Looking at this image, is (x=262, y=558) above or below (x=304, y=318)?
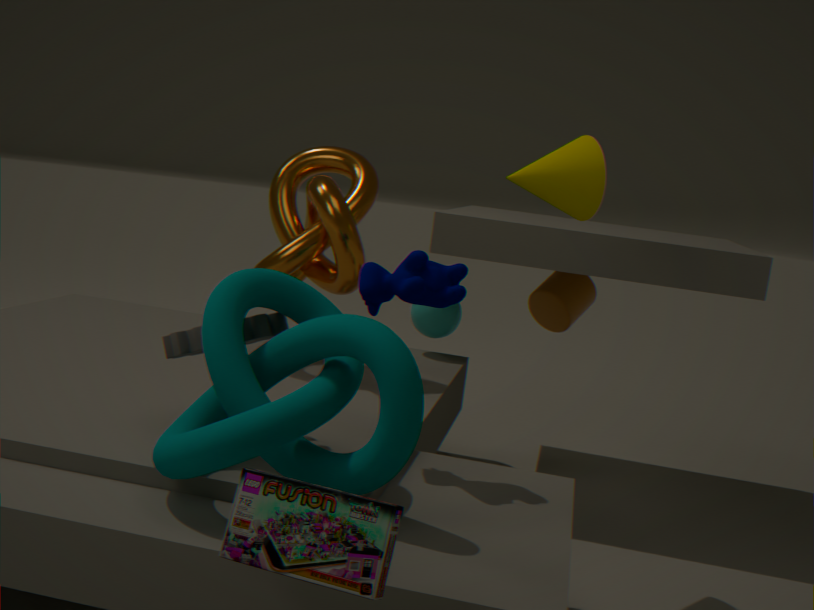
below
